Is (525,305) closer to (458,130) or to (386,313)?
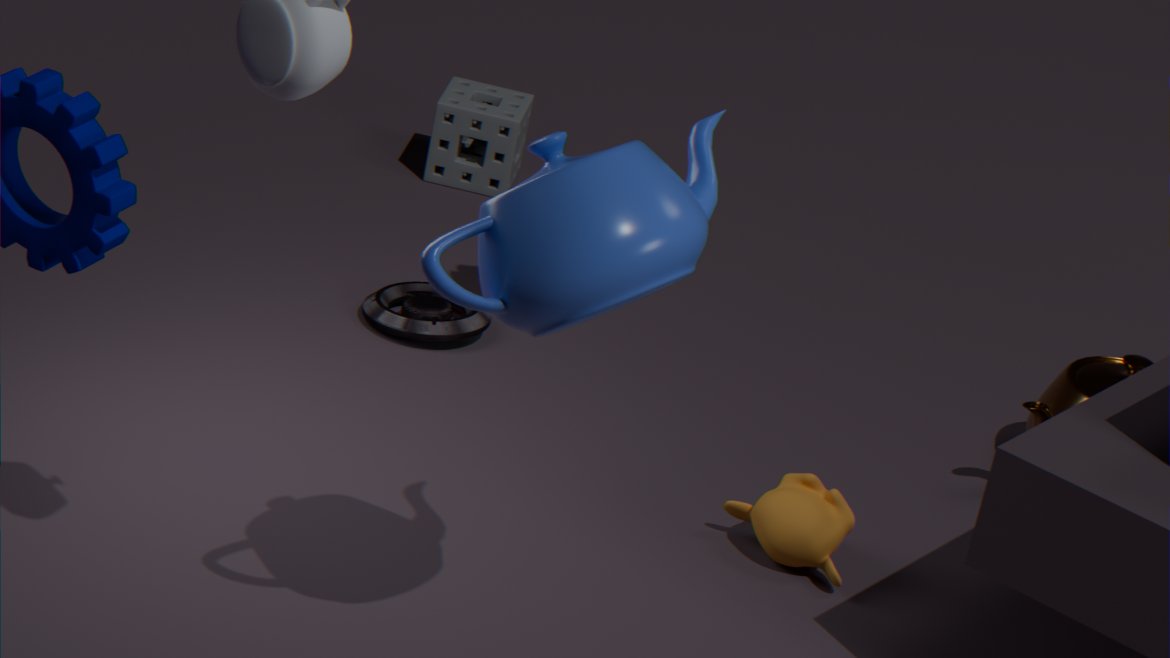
(386,313)
